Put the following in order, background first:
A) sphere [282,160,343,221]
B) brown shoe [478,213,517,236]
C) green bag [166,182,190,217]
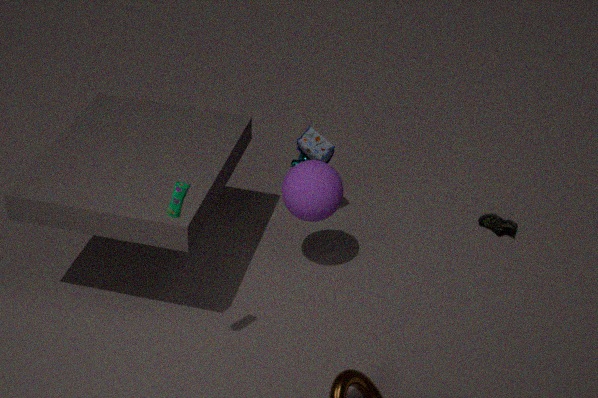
1. B. brown shoe [478,213,517,236]
2. A. sphere [282,160,343,221]
3. C. green bag [166,182,190,217]
